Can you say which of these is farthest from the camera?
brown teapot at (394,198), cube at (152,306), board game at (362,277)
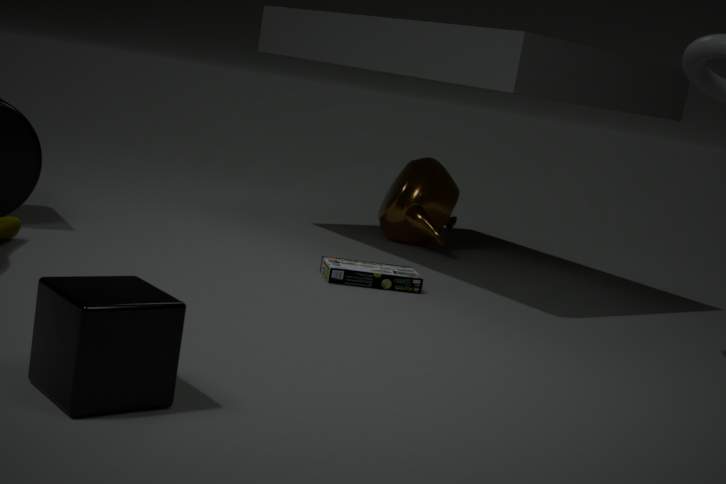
brown teapot at (394,198)
